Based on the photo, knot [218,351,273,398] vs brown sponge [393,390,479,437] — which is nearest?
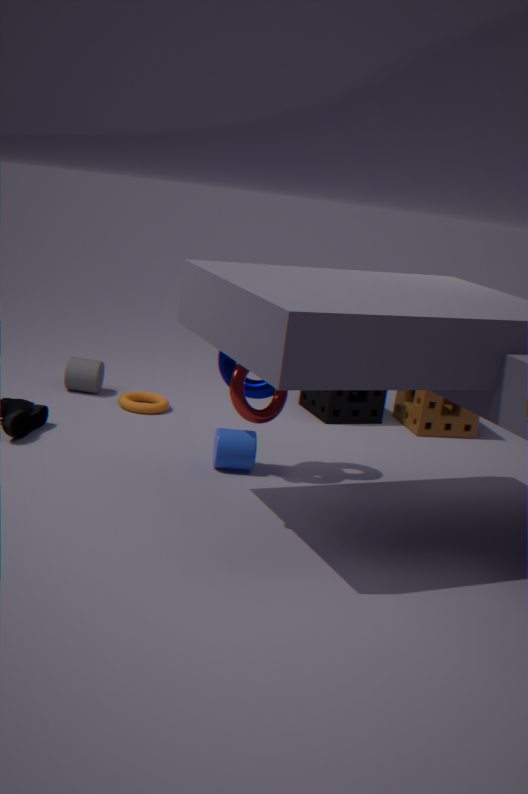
knot [218,351,273,398]
